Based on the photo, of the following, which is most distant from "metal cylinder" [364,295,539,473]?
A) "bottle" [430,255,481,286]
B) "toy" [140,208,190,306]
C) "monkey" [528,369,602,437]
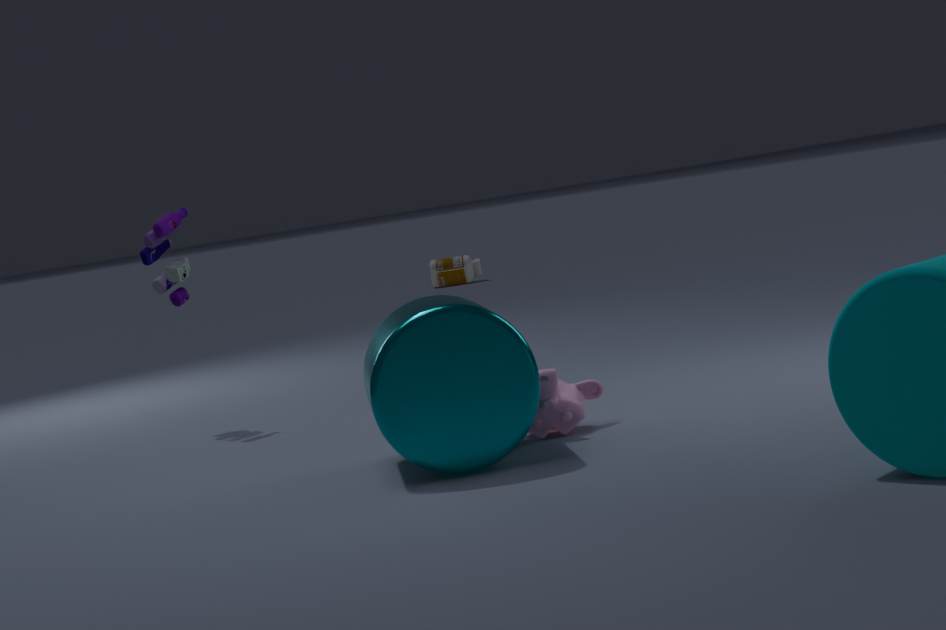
"bottle" [430,255,481,286]
